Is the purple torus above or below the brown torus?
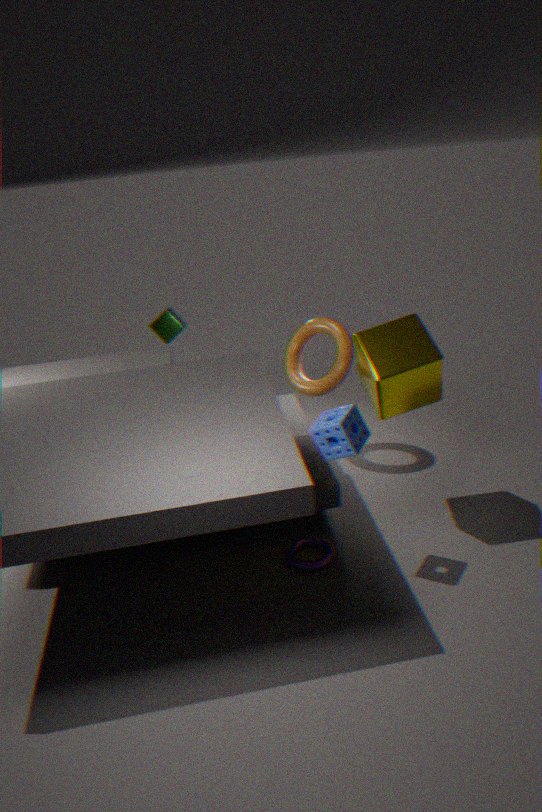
below
